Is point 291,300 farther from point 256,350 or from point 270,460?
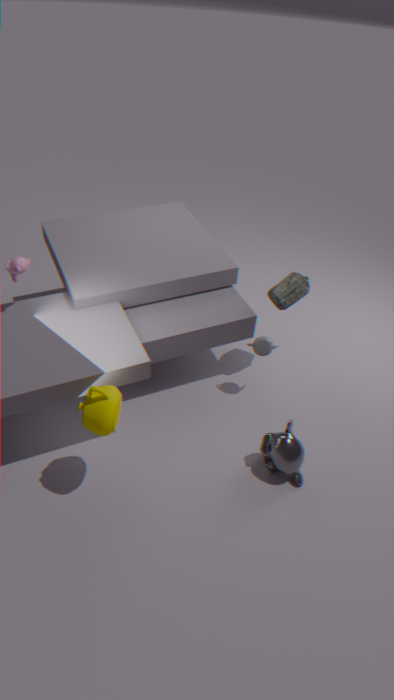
point 270,460
